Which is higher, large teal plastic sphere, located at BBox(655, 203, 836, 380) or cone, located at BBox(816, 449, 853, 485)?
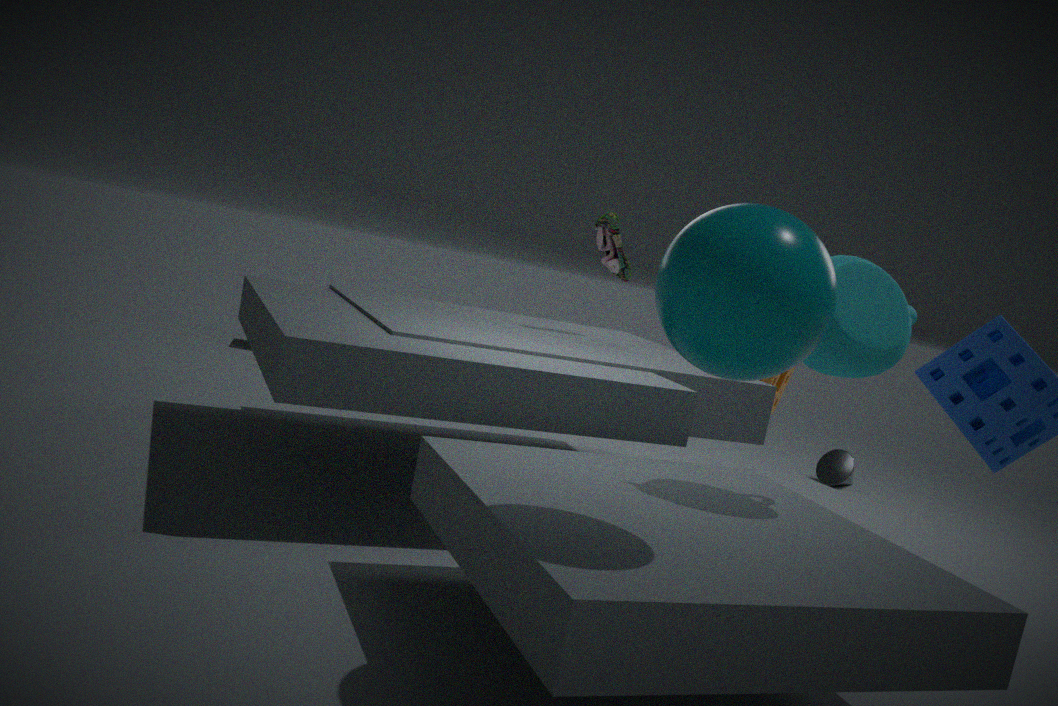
large teal plastic sphere, located at BBox(655, 203, 836, 380)
